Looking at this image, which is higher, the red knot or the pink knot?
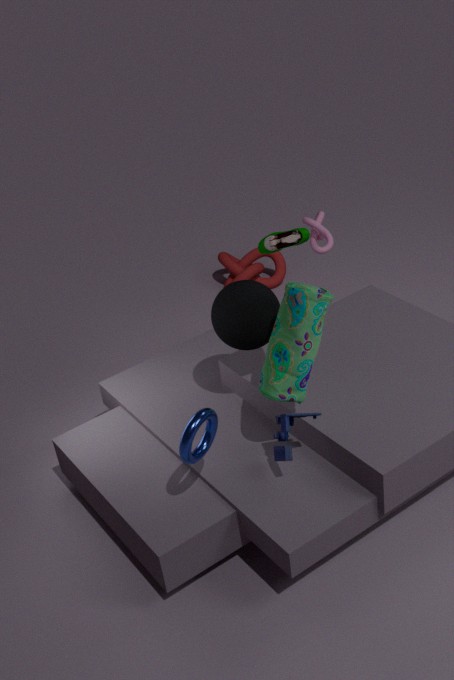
the pink knot
